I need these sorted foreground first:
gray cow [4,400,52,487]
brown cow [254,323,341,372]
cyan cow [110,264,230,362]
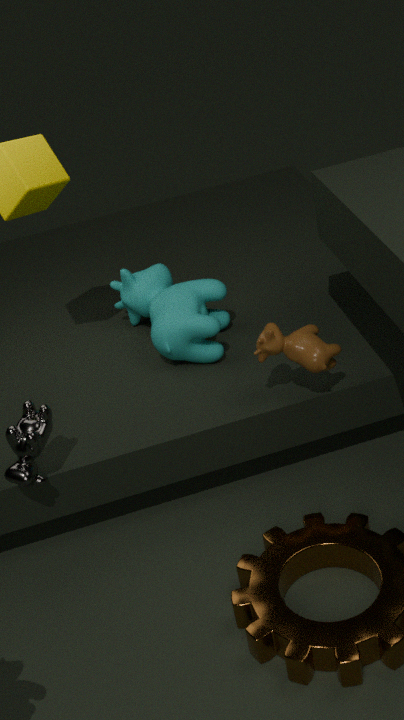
gray cow [4,400,52,487] < brown cow [254,323,341,372] < cyan cow [110,264,230,362]
